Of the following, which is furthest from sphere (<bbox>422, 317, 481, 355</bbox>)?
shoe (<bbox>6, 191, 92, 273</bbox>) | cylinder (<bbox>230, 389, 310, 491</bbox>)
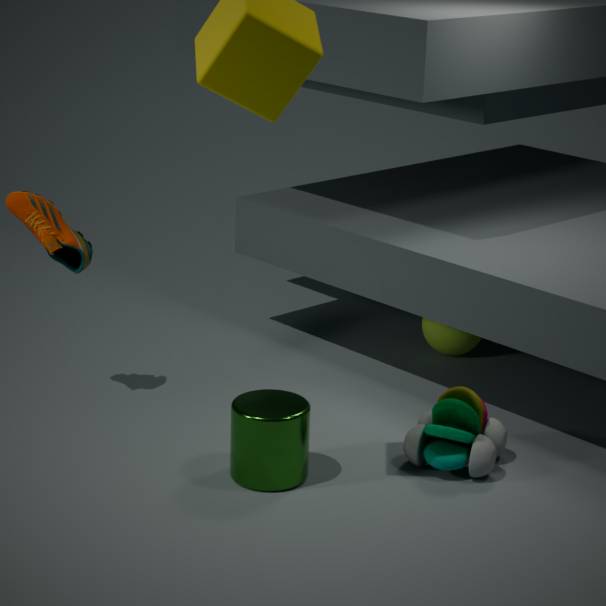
shoe (<bbox>6, 191, 92, 273</bbox>)
